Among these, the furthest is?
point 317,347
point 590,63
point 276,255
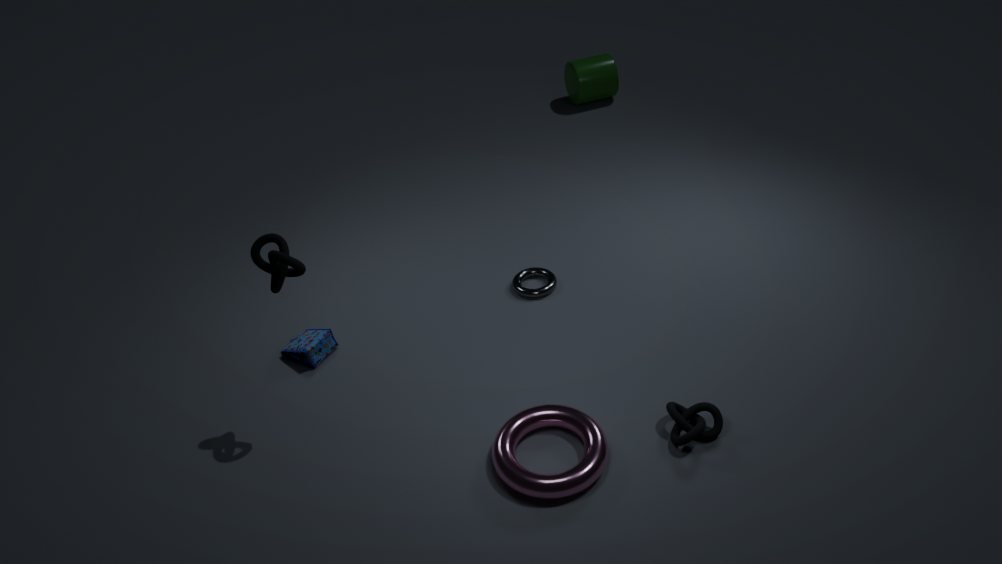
point 590,63
